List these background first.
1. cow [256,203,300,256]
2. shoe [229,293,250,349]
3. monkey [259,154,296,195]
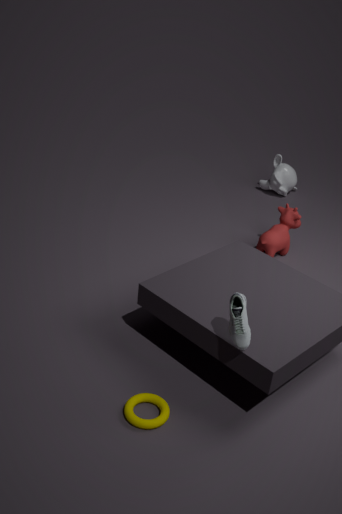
monkey [259,154,296,195], cow [256,203,300,256], shoe [229,293,250,349]
